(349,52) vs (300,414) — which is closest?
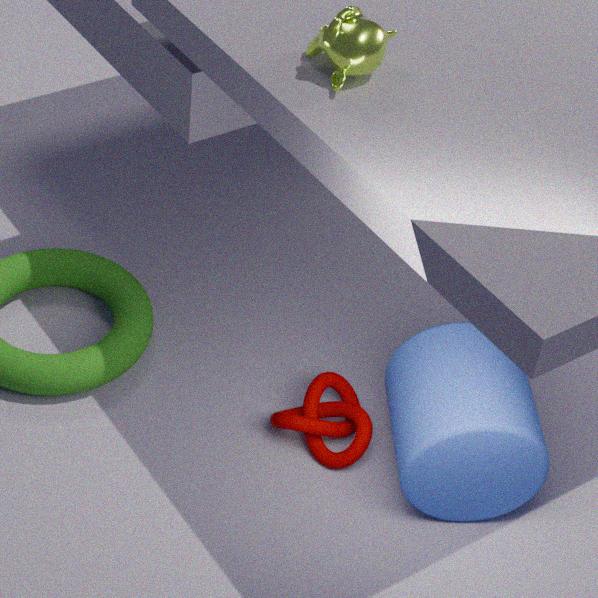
(349,52)
